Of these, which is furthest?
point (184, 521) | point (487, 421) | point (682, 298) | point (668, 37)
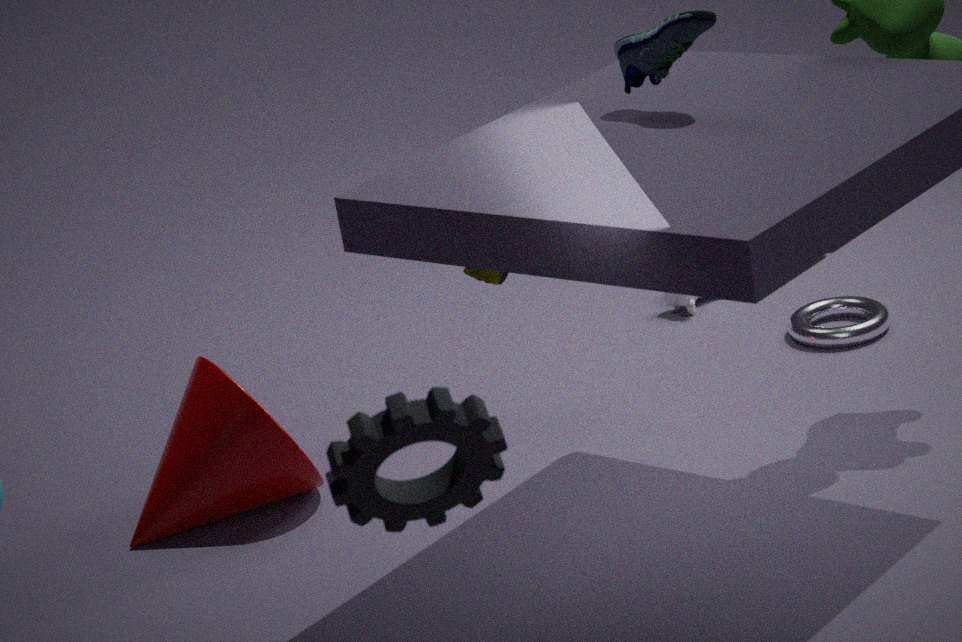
point (682, 298)
